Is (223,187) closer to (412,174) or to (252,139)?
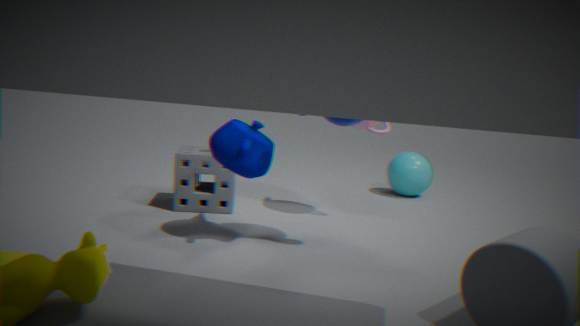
(252,139)
